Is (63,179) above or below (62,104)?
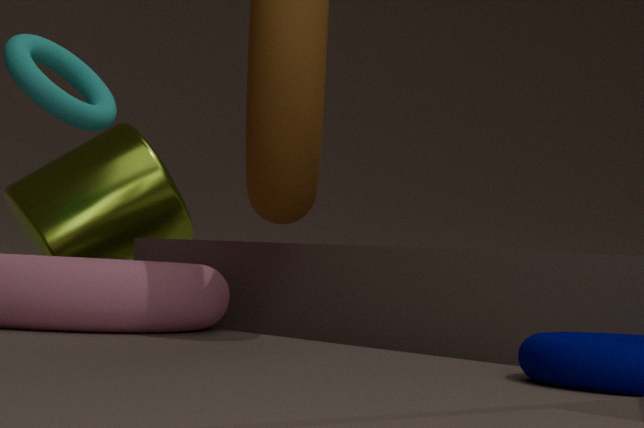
below
